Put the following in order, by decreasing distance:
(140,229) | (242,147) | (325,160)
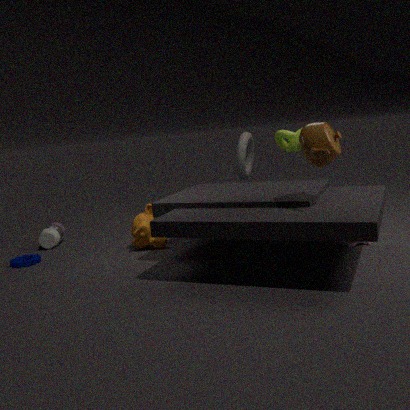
(242,147)
(140,229)
(325,160)
